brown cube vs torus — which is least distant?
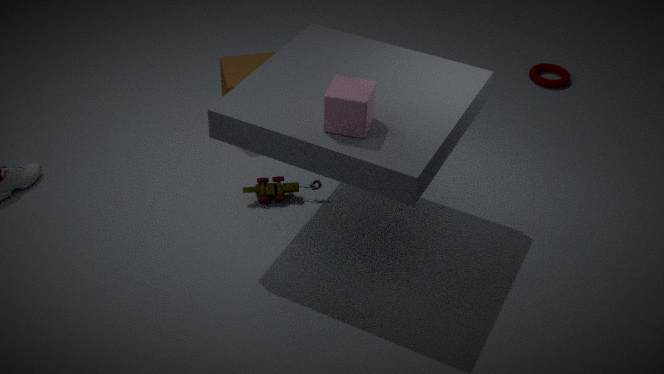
brown cube
